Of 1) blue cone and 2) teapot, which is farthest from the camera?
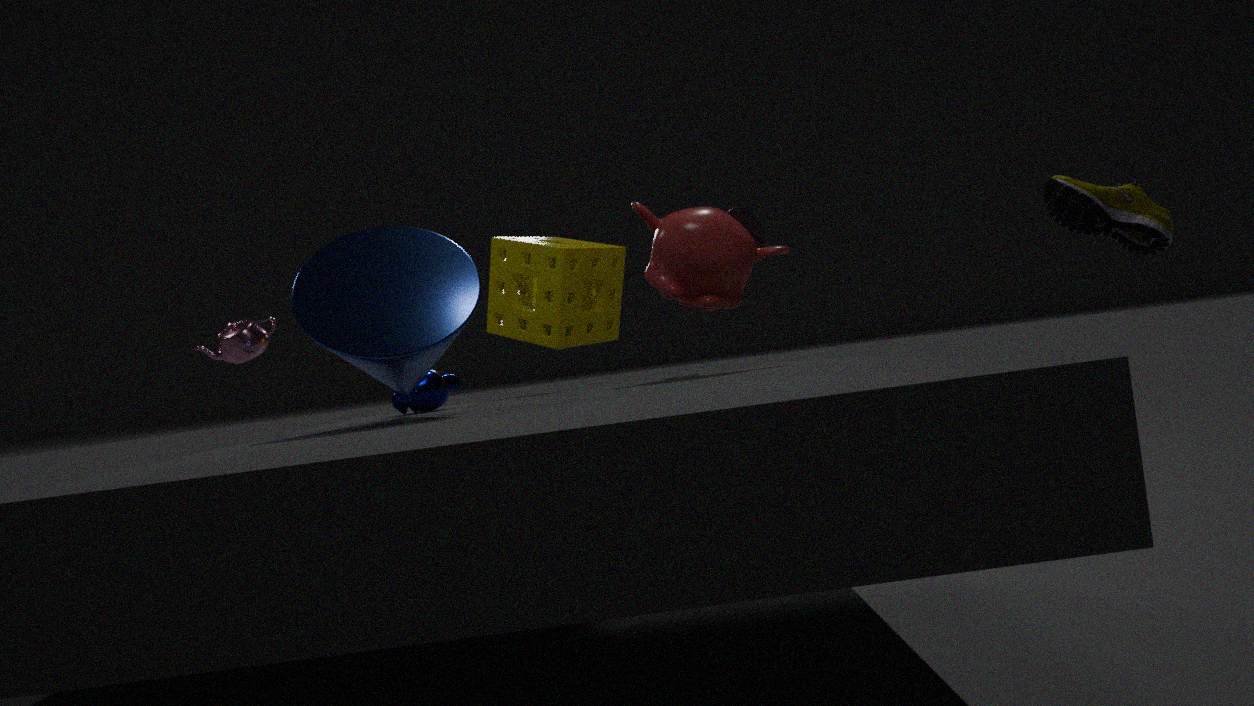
2. teapot
